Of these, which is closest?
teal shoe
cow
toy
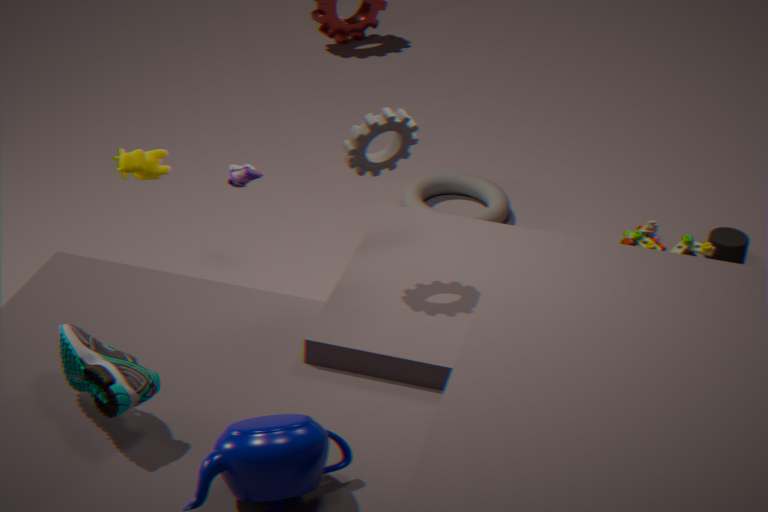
teal shoe
